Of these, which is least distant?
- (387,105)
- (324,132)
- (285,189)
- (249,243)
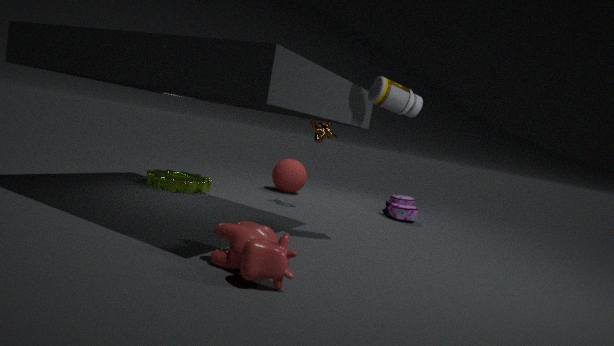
(249,243)
